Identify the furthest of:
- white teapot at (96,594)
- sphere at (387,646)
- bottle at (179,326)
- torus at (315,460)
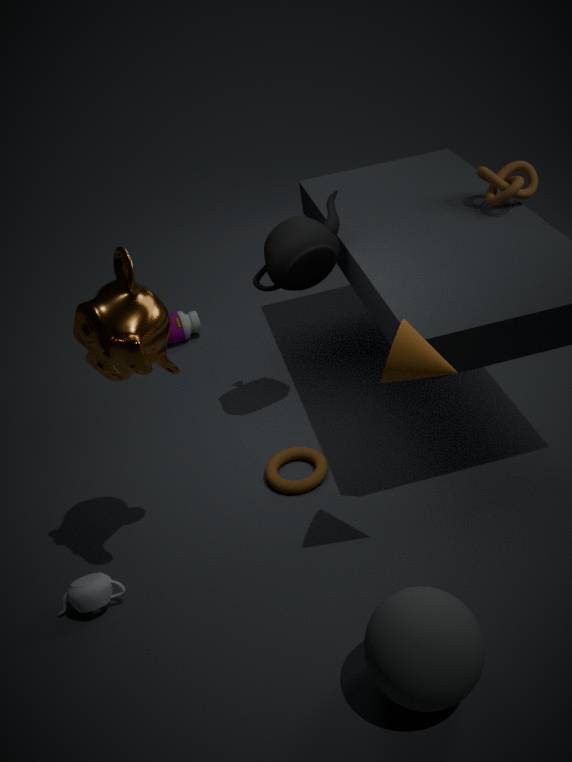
bottle at (179,326)
